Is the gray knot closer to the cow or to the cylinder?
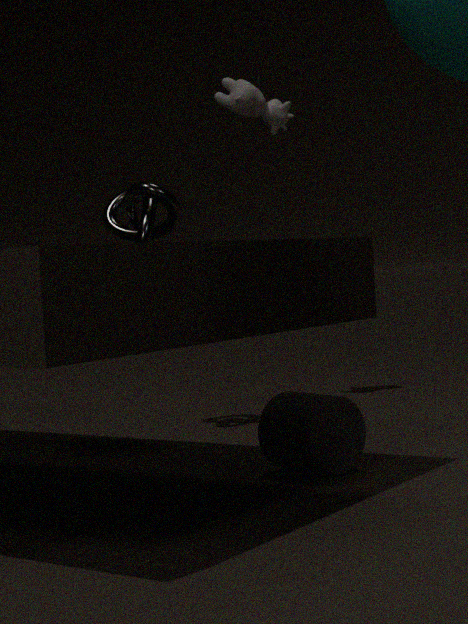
the cow
